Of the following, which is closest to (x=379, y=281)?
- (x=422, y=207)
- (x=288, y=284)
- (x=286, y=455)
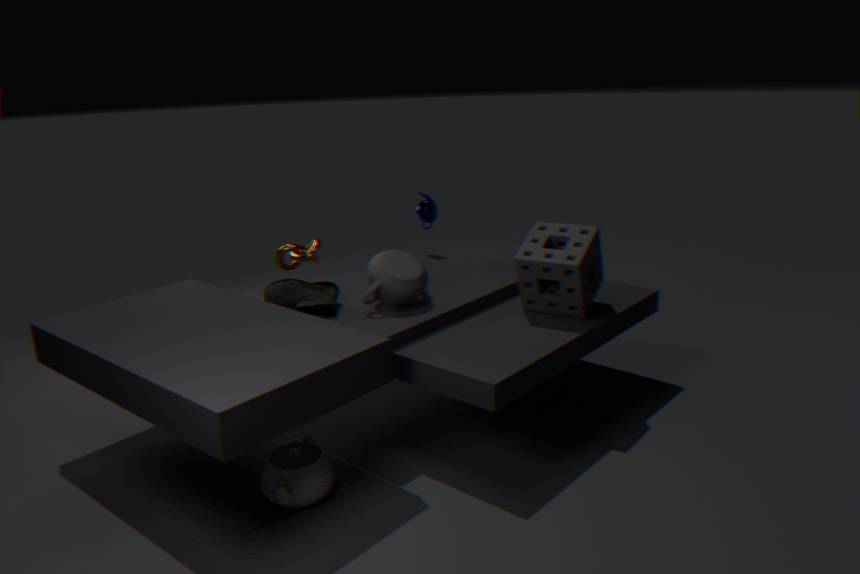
(x=288, y=284)
